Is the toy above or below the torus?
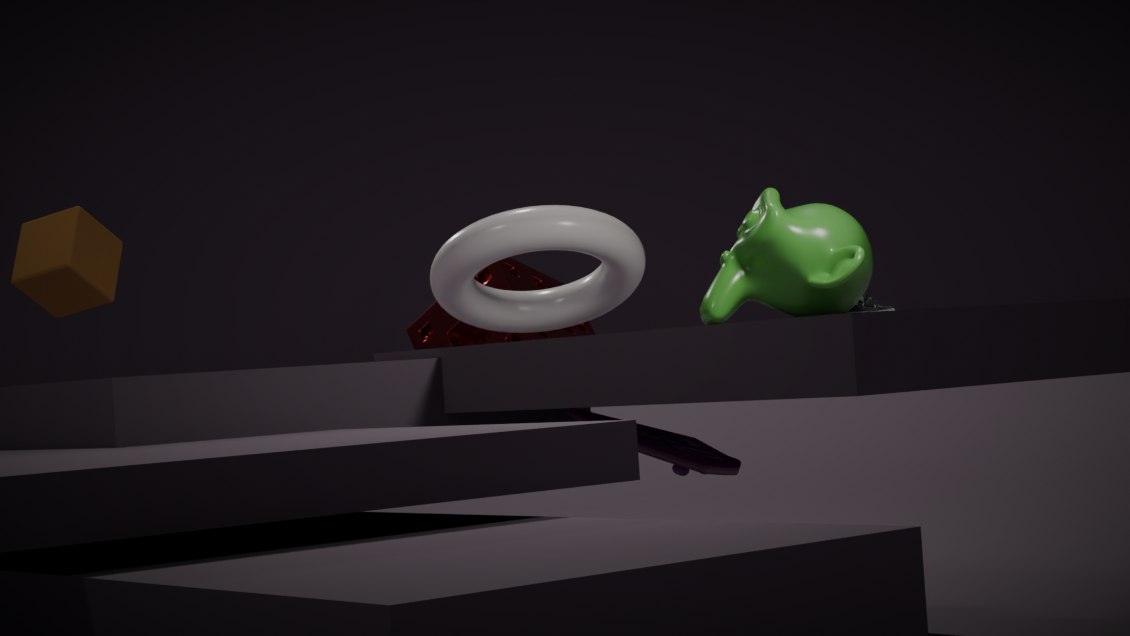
below
